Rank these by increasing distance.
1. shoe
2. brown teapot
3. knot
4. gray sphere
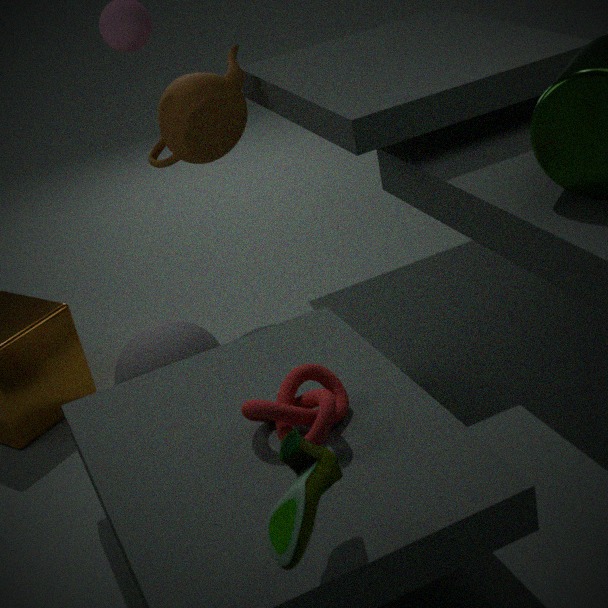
shoe → knot → gray sphere → brown teapot
